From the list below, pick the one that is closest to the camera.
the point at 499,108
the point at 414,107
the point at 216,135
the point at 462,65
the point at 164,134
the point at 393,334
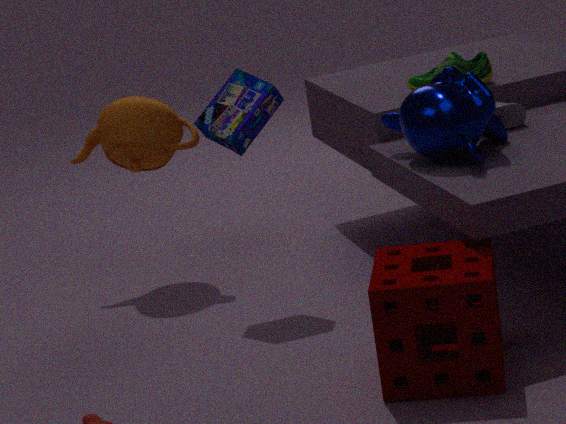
the point at 393,334
